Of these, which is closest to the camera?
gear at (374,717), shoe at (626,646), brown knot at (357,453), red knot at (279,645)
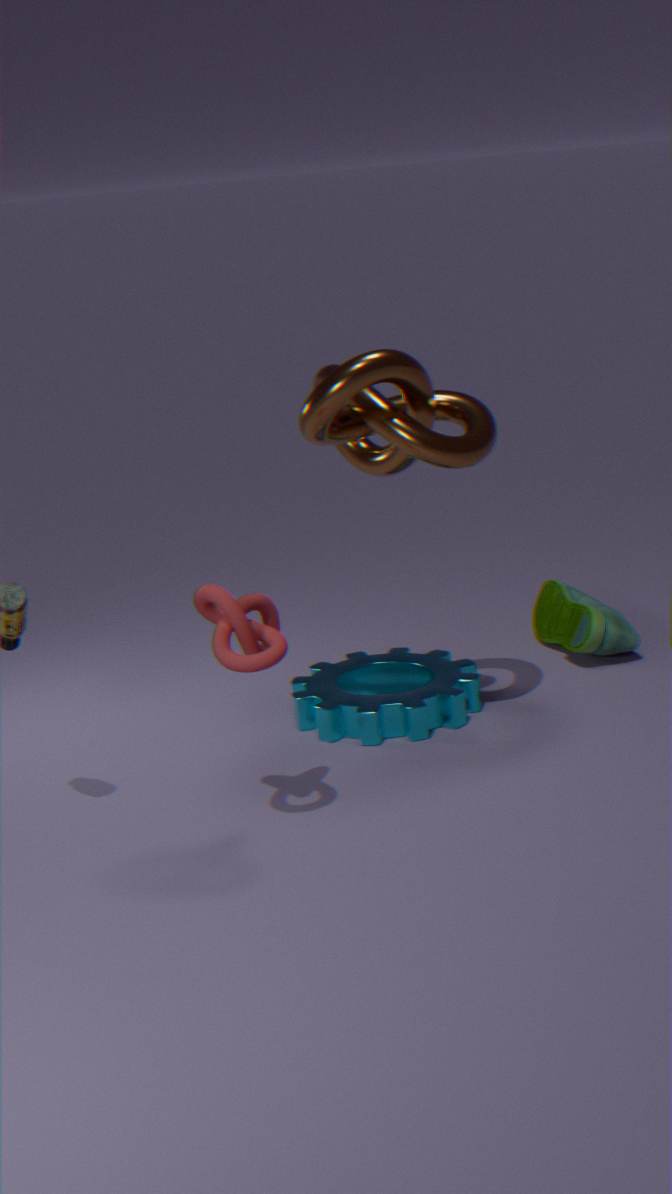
red knot at (279,645)
